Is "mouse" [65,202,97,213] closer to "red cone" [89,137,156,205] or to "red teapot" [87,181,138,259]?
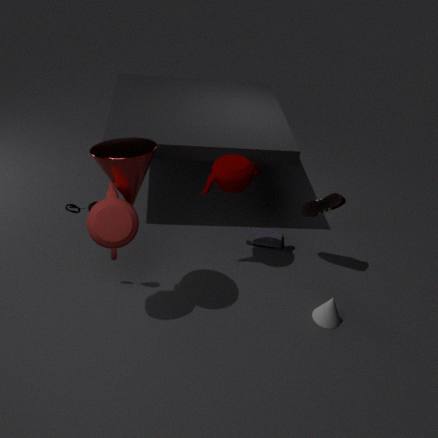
"red teapot" [87,181,138,259]
